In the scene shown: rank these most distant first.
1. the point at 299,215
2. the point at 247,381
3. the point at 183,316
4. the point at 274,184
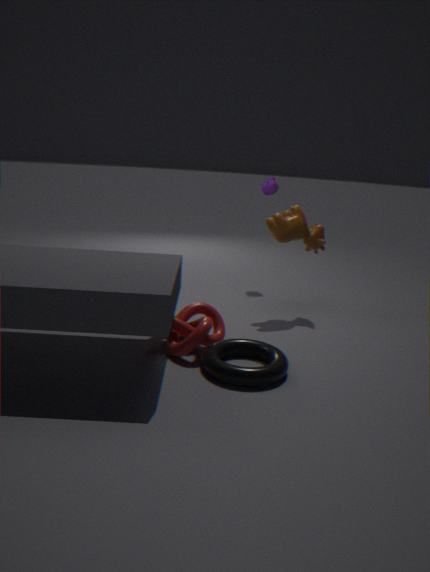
the point at 274,184 < the point at 299,215 < the point at 183,316 < the point at 247,381
